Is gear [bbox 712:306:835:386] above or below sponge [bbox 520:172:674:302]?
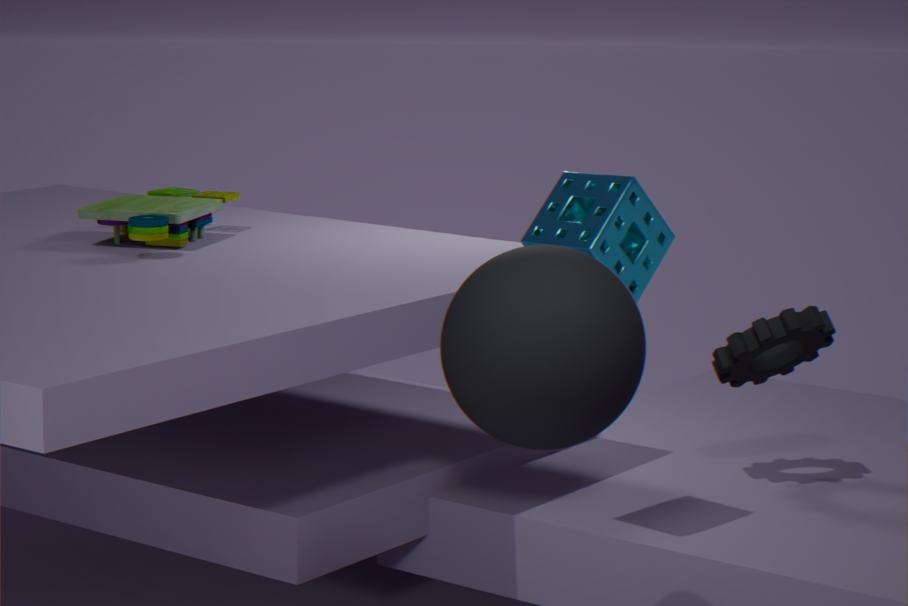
below
